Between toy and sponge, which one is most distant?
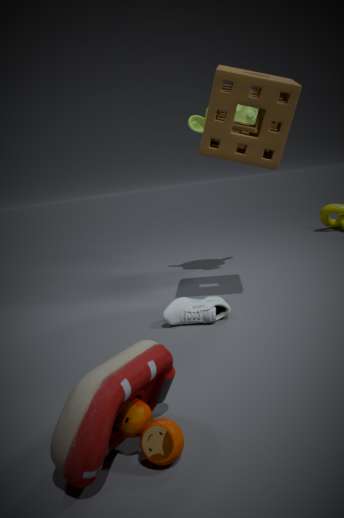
sponge
